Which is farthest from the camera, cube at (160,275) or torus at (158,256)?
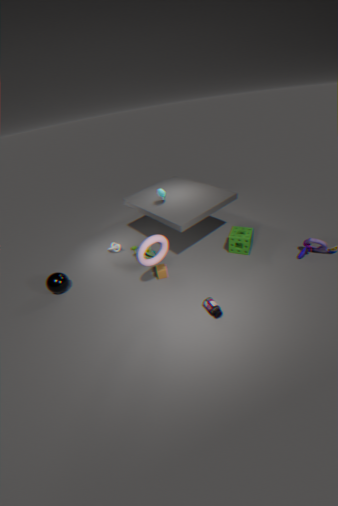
cube at (160,275)
